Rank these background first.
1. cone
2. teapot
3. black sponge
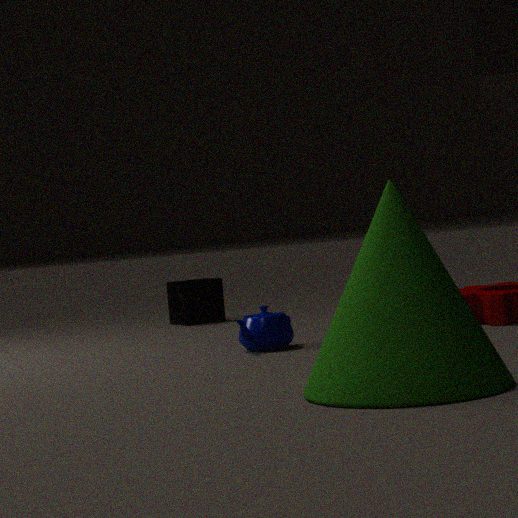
black sponge
teapot
cone
